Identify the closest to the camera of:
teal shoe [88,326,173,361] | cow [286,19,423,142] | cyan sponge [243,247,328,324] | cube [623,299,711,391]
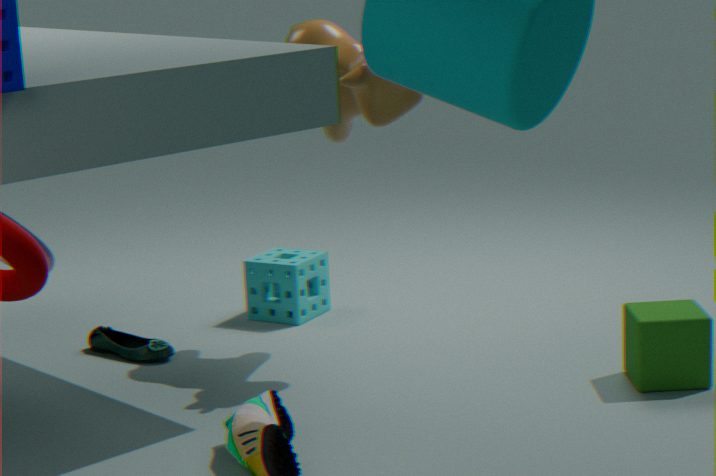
cube [623,299,711,391]
